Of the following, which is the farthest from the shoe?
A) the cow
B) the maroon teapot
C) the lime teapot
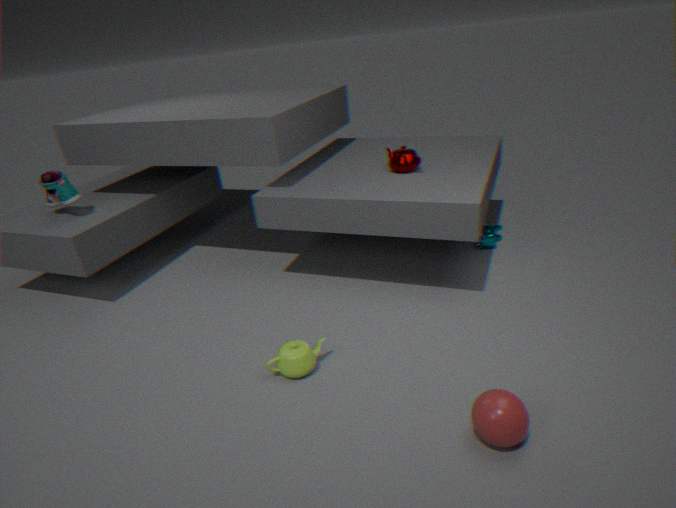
the cow
